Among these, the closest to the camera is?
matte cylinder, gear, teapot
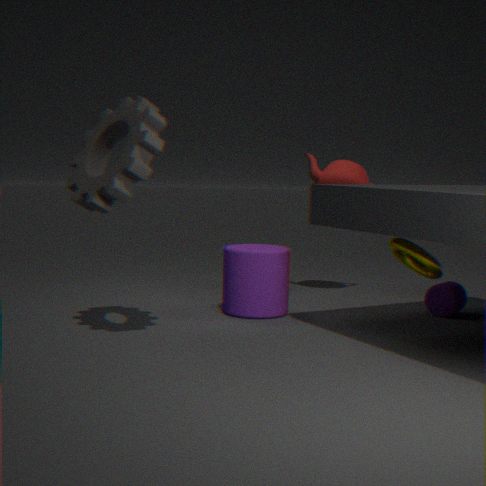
gear
